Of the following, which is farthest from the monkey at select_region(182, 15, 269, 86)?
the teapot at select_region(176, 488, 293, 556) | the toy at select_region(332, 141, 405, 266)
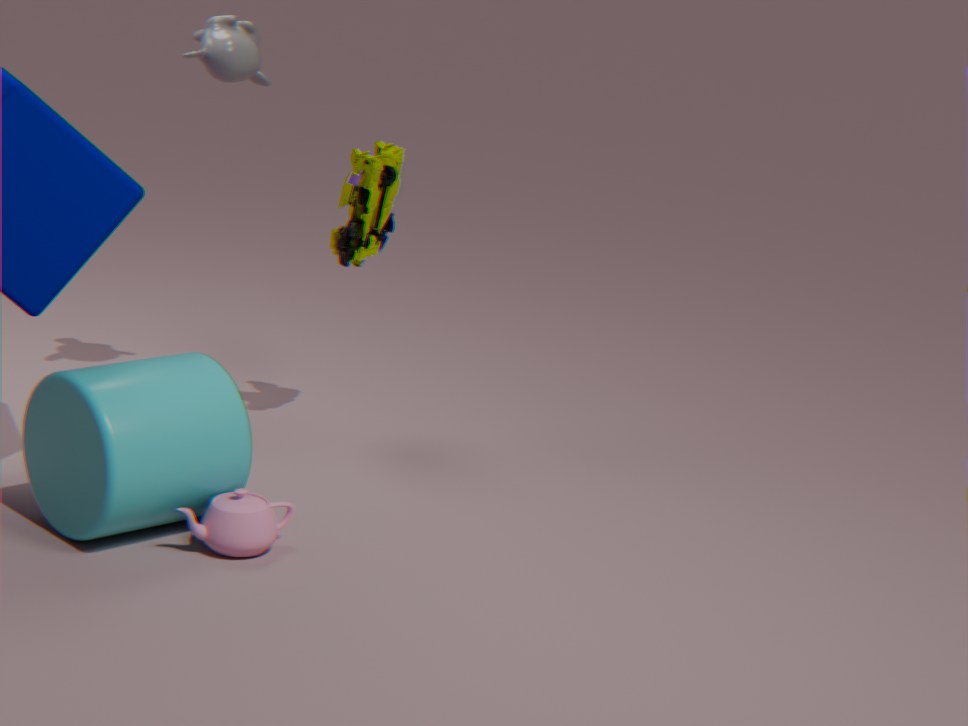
the teapot at select_region(176, 488, 293, 556)
